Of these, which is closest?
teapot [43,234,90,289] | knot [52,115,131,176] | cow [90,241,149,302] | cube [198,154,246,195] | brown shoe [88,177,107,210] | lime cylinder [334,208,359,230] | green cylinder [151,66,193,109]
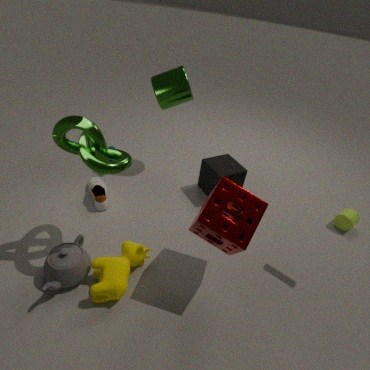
knot [52,115,131,176]
